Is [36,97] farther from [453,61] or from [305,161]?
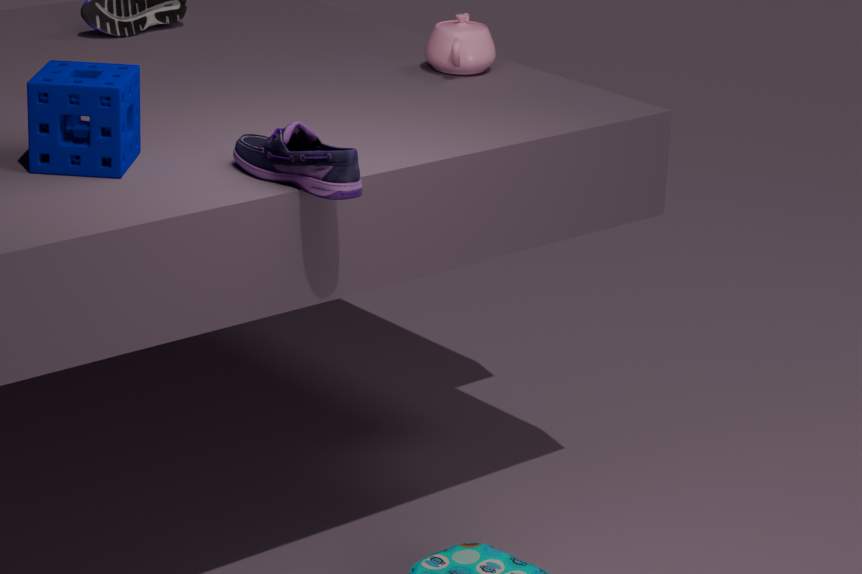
[453,61]
